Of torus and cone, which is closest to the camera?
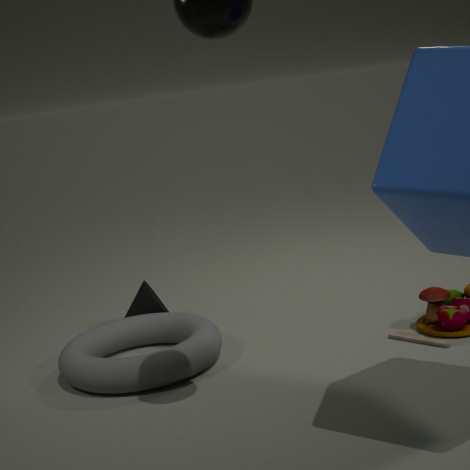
torus
